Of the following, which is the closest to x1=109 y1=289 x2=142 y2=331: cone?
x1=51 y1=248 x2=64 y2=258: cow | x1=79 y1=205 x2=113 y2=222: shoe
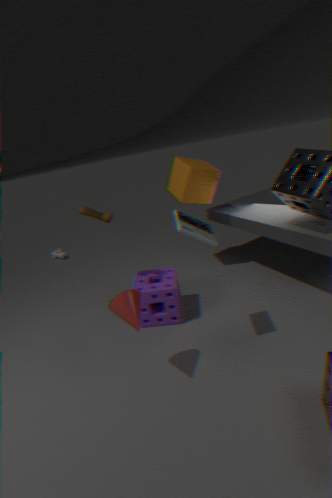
x1=79 y1=205 x2=113 y2=222: shoe
